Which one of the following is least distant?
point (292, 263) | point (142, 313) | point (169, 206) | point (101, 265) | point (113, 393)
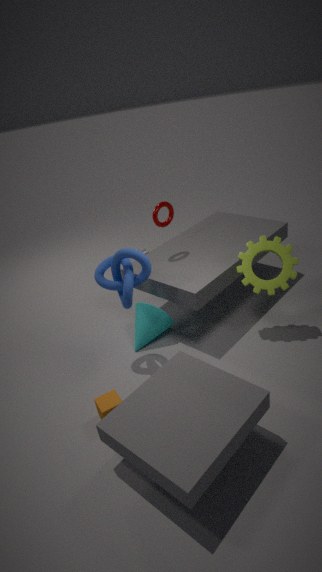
point (113, 393)
